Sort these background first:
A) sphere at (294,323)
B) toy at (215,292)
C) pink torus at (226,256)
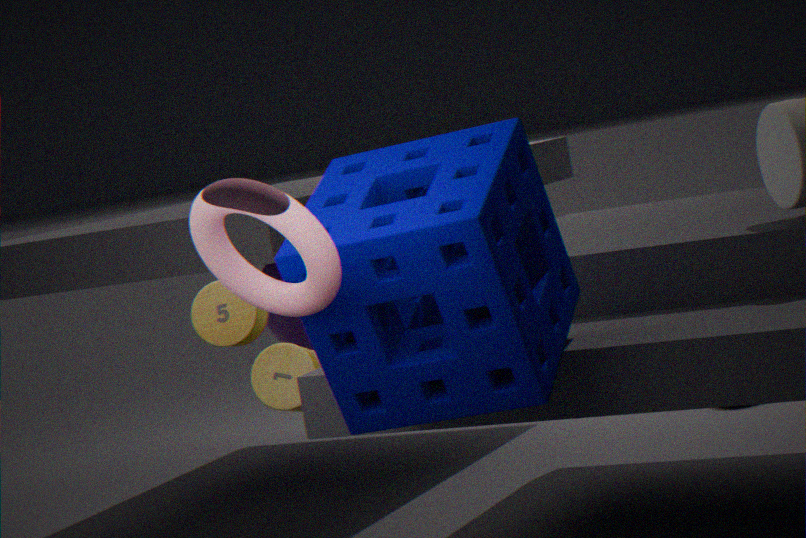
sphere at (294,323)
toy at (215,292)
pink torus at (226,256)
